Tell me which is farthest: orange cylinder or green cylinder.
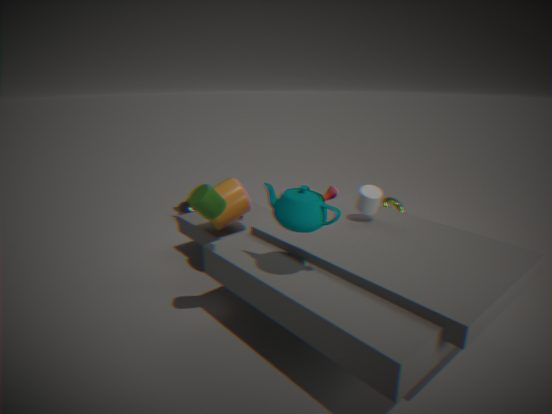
orange cylinder
